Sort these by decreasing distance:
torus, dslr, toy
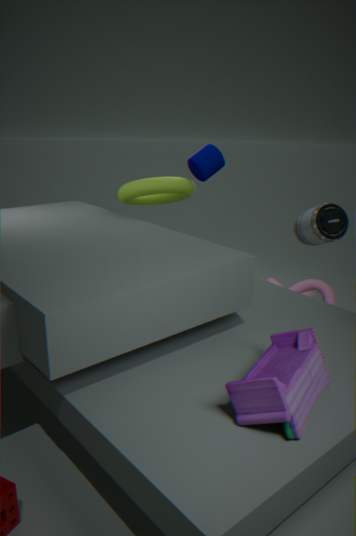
torus
dslr
toy
